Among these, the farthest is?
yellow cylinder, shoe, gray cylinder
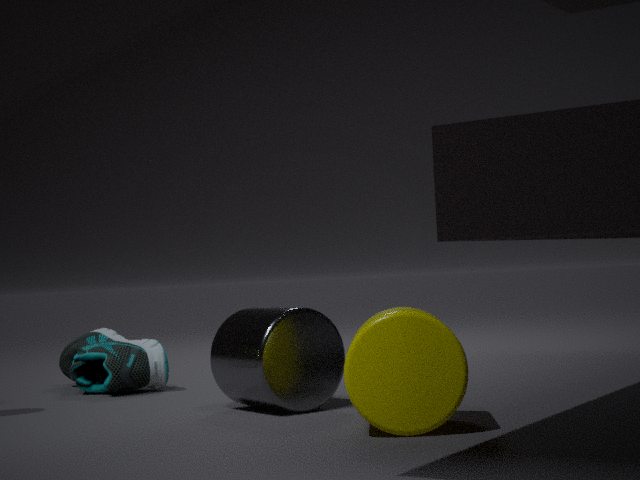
shoe
